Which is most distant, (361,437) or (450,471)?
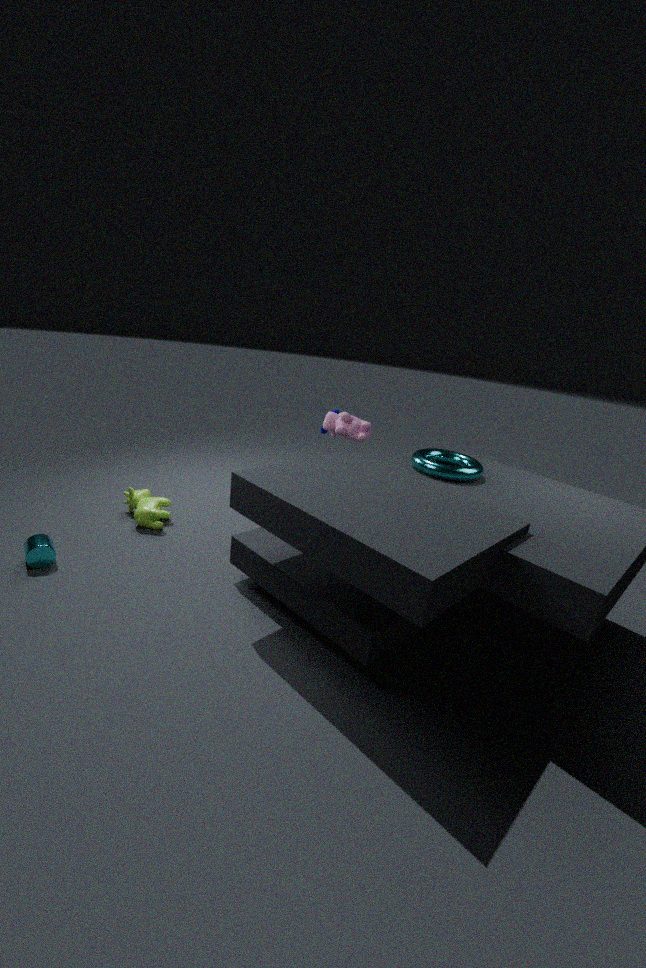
(361,437)
